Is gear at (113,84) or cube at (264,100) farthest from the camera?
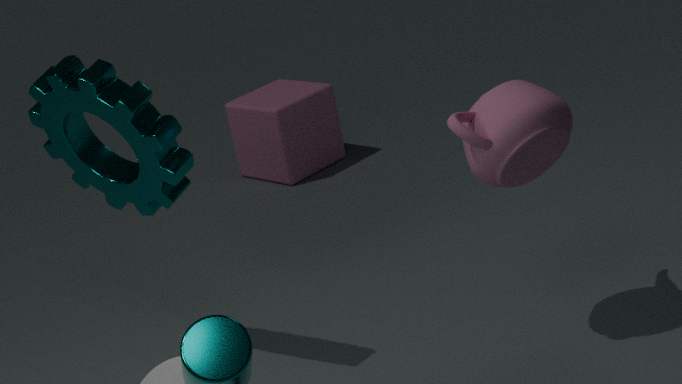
cube at (264,100)
